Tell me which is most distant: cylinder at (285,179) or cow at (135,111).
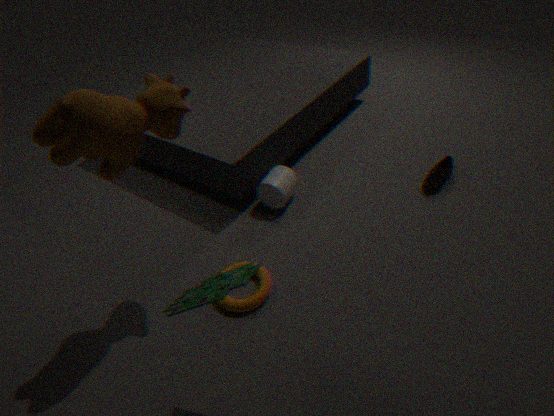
cylinder at (285,179)
